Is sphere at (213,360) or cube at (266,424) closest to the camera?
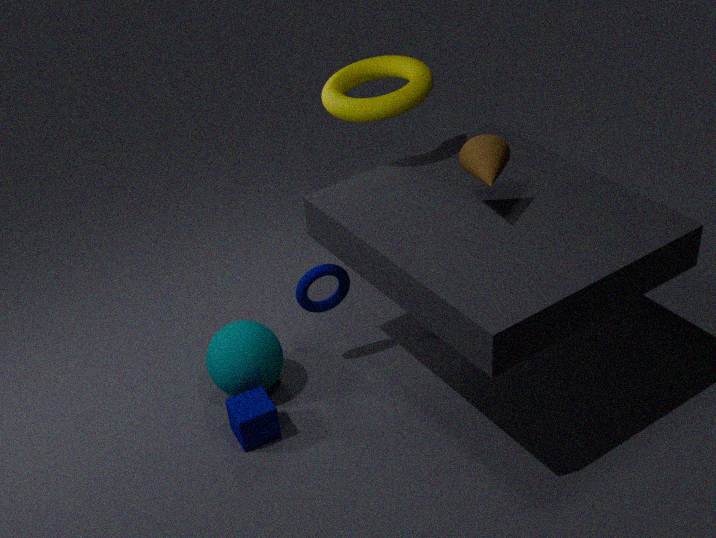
cube at (266,424)
